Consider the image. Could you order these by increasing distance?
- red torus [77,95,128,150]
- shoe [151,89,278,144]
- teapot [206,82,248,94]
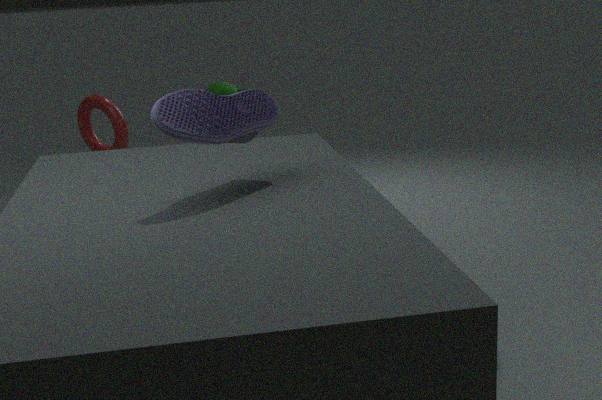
shoe [151,89,278,144], red torus [77,95,128,150], teapot [206,82,248,94]
